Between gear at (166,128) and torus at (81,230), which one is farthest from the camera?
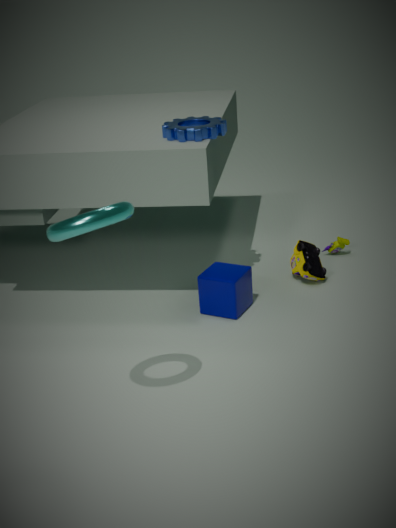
gear at (166,128)
